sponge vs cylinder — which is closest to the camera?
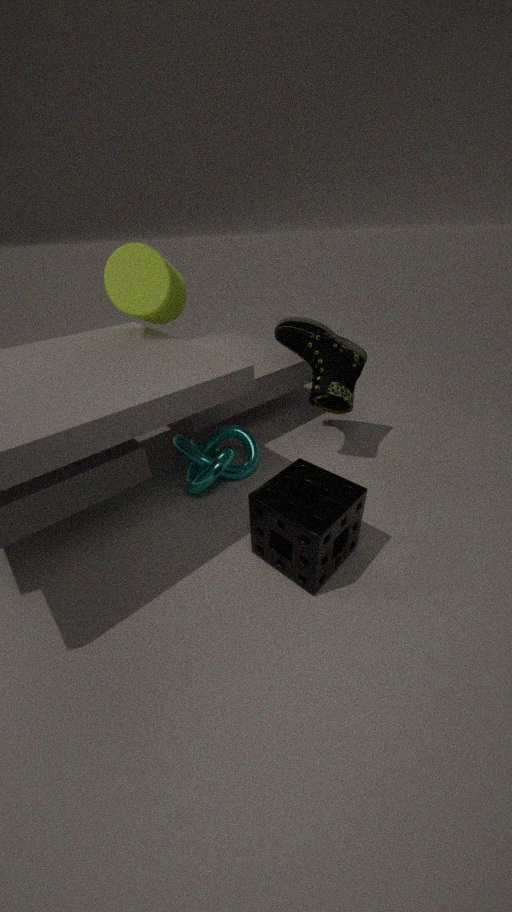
sponge
